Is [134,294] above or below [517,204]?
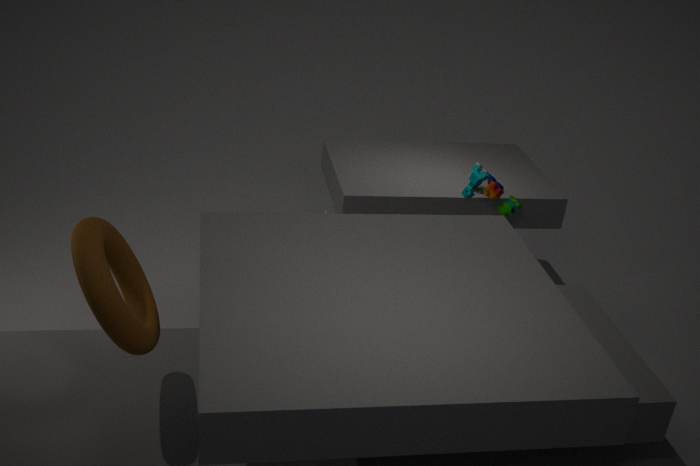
above
